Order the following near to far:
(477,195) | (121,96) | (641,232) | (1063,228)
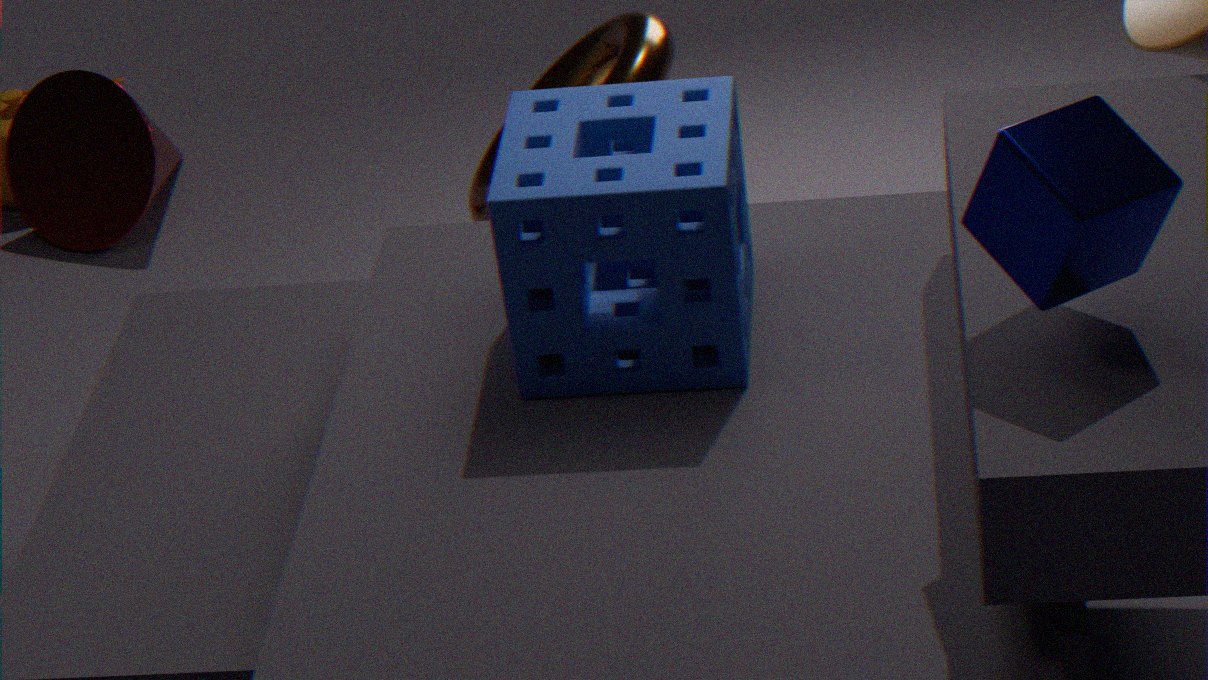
(1063,228) → (641,232) → (477,195) → (121,96)
